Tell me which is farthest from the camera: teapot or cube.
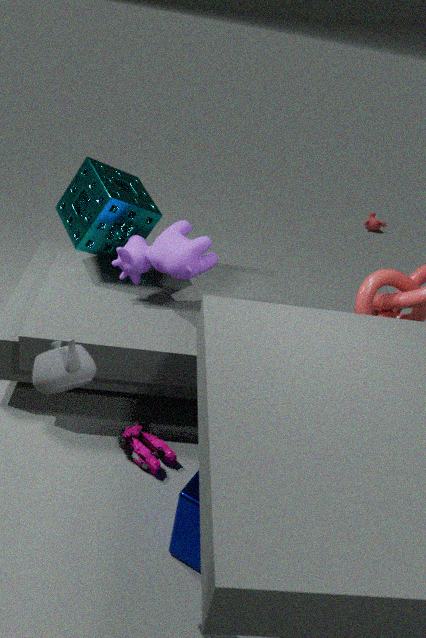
cube
